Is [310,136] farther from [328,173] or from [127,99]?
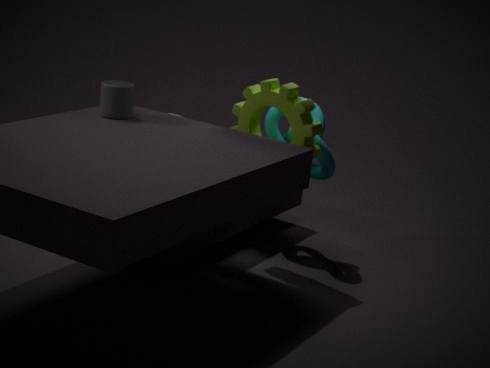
[127,99]
